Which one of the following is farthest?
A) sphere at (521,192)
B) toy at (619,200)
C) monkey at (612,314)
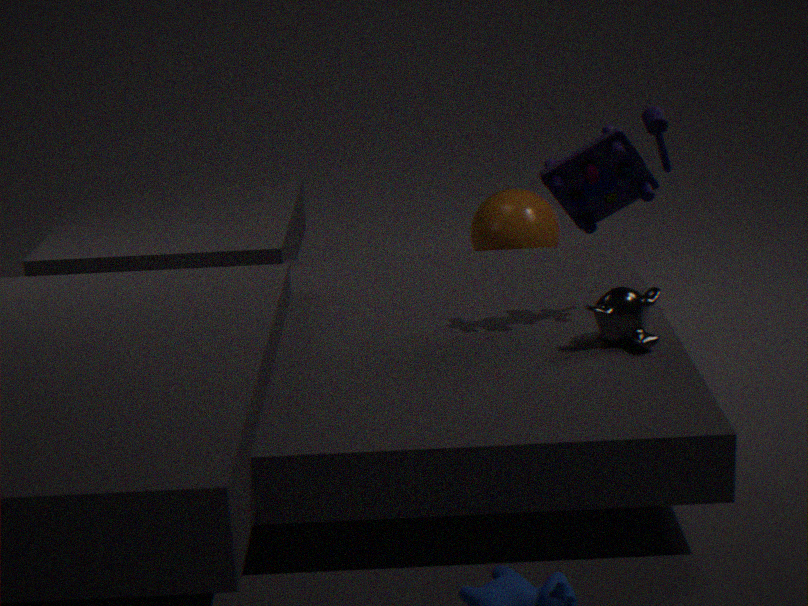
sphere at (521,192)
